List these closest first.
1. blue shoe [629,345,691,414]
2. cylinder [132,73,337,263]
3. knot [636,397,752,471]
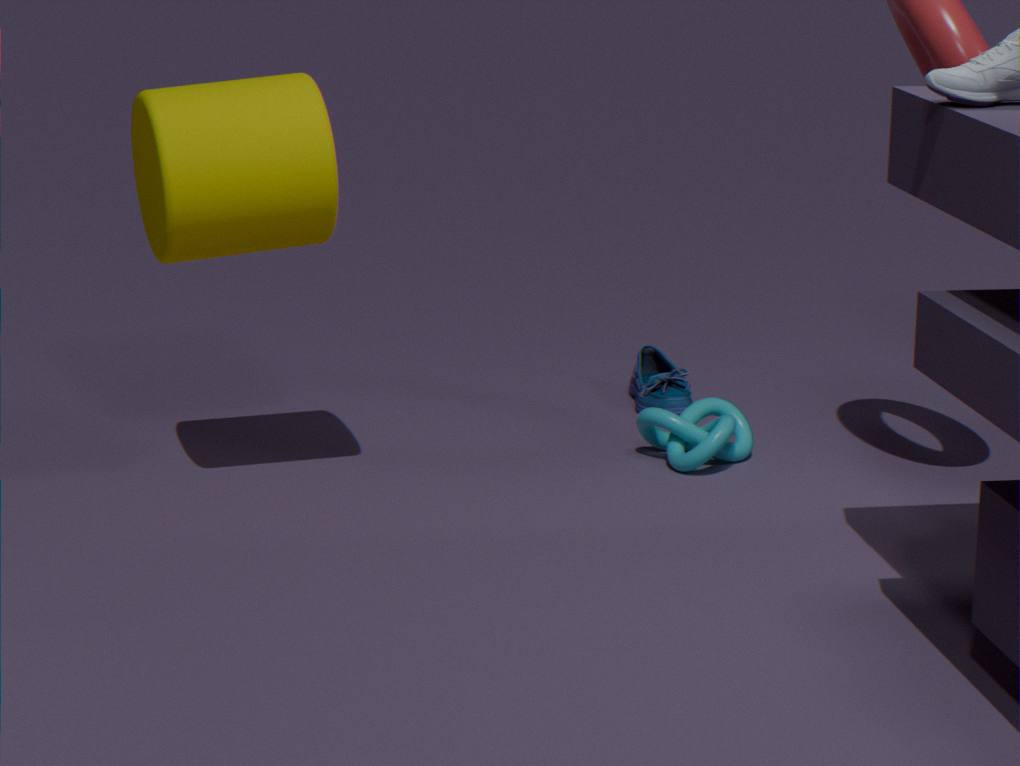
cylinder [132,73,337,263] < knot [636,397,752,471] < blue shoe [629,345,691,414]
